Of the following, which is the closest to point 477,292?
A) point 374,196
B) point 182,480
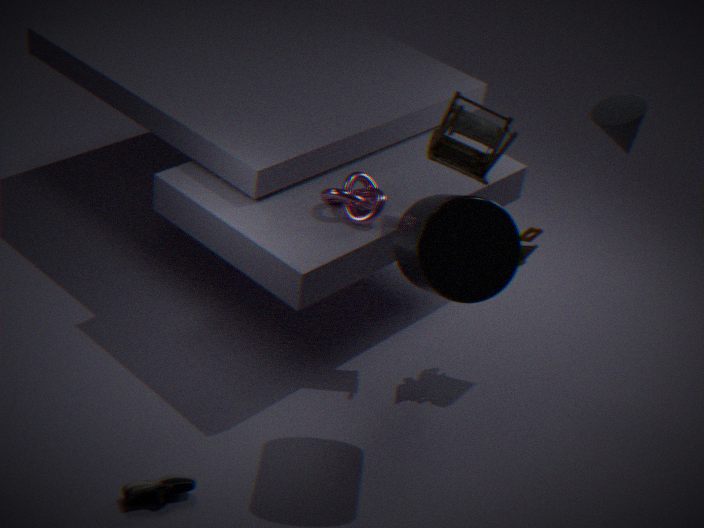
point 374,196
